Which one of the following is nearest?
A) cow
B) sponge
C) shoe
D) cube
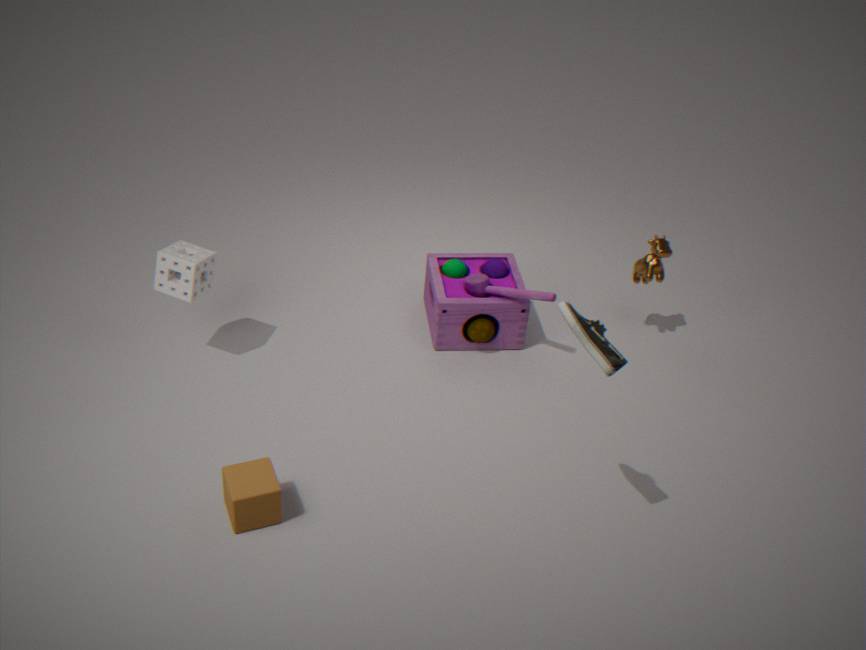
C. shoe
